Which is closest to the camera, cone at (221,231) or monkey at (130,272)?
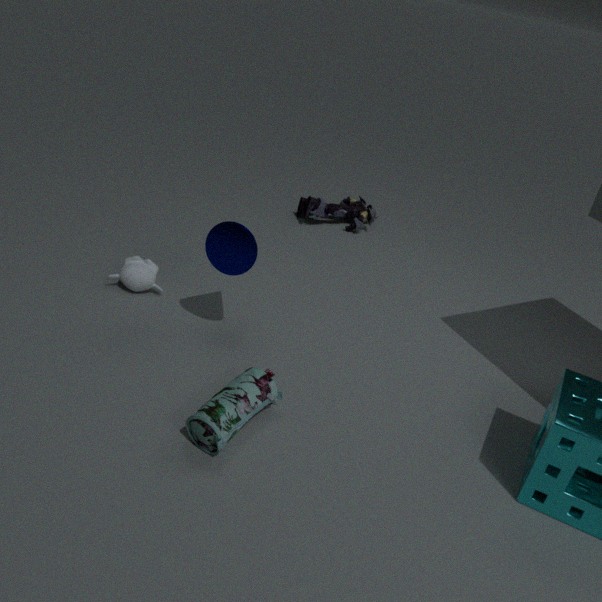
cone at (221,231)
